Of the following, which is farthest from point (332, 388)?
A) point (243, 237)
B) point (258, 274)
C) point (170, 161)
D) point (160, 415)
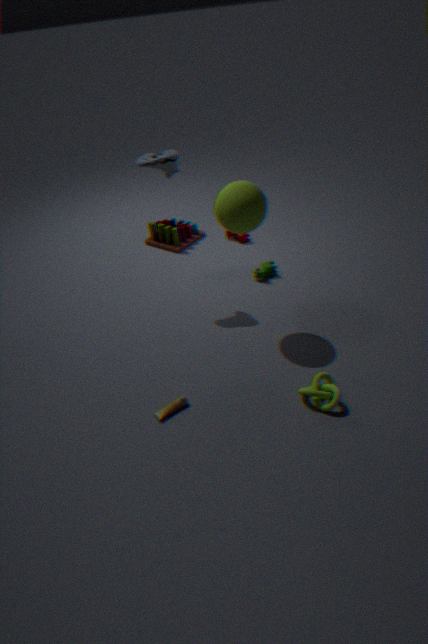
point (243, 237)
